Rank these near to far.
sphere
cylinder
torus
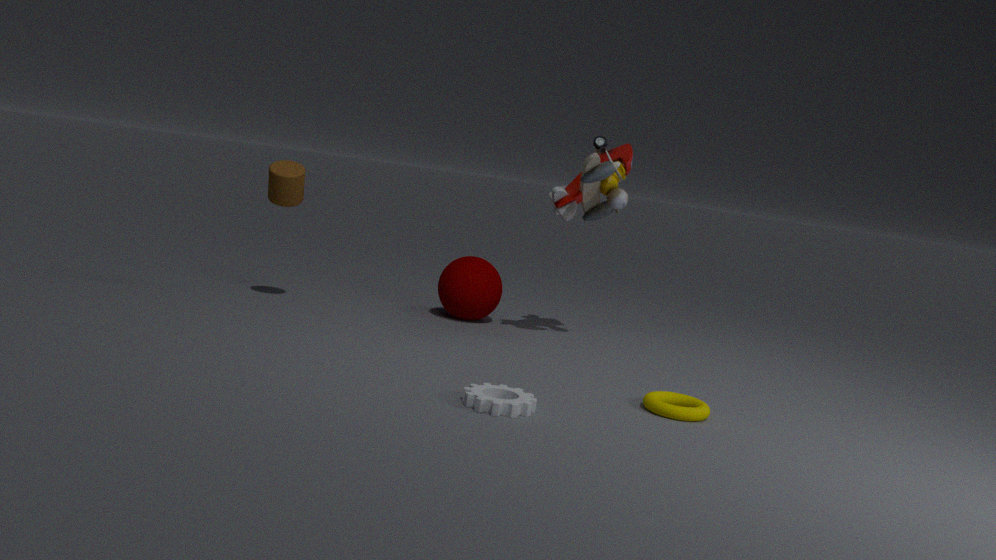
torus, cylinder, sphere
